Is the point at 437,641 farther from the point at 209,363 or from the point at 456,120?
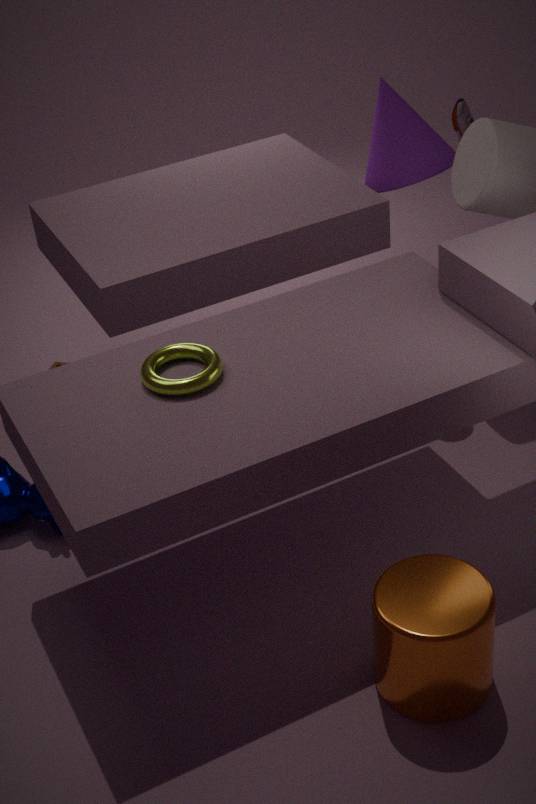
the point at 456,120
